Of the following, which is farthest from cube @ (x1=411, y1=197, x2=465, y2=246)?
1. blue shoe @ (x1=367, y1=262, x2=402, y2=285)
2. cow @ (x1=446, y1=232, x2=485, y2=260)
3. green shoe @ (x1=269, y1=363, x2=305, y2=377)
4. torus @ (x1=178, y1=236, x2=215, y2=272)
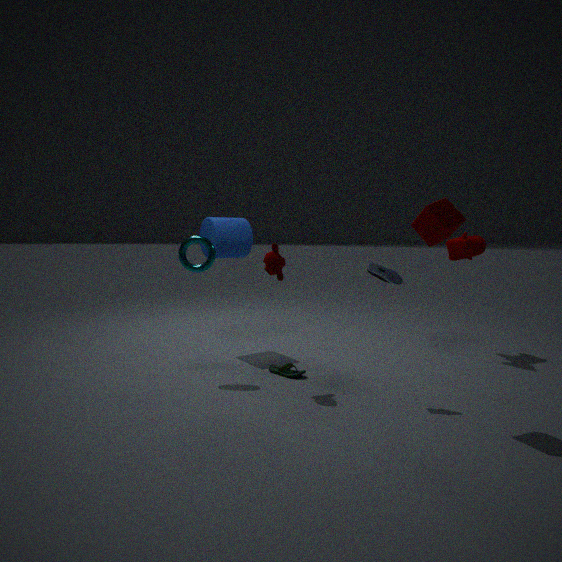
torus @ (x1=178, y1=236, x2=215, y2=272)
